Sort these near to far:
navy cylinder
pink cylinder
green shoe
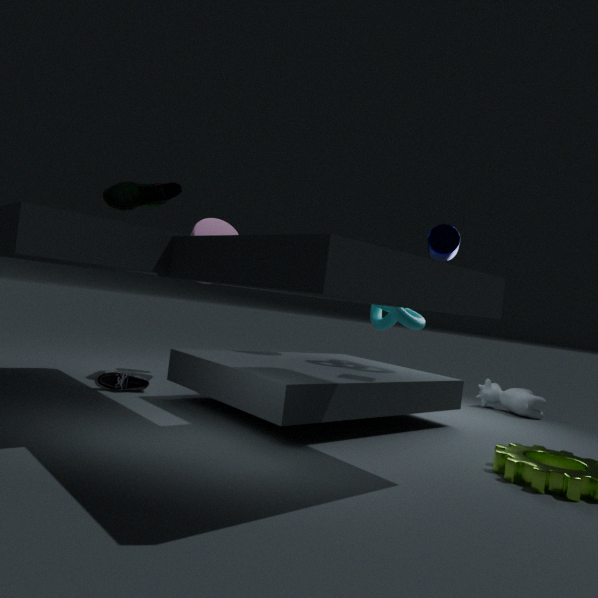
green shoe → navy cylinder → pink cylinder
